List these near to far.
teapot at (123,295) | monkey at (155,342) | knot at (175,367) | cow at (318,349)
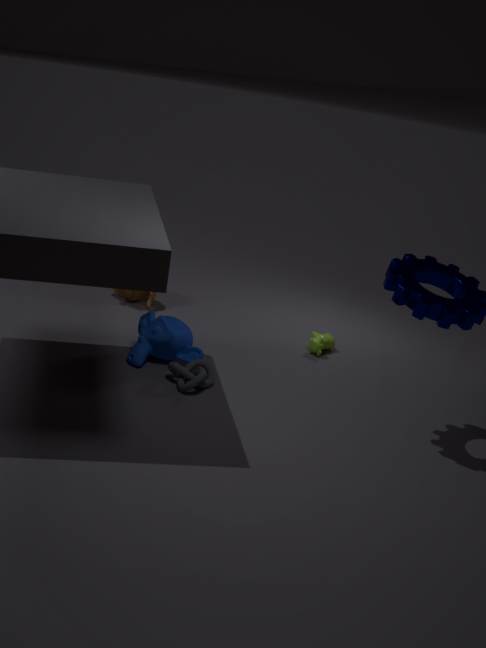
knot at (175,367) → monkey at (155,342) → cow at (318,349) → teapot at (123,295)
